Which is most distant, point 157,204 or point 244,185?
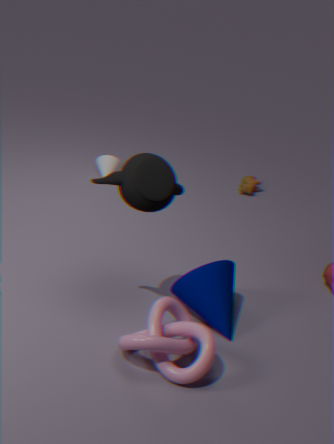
point 244,185
